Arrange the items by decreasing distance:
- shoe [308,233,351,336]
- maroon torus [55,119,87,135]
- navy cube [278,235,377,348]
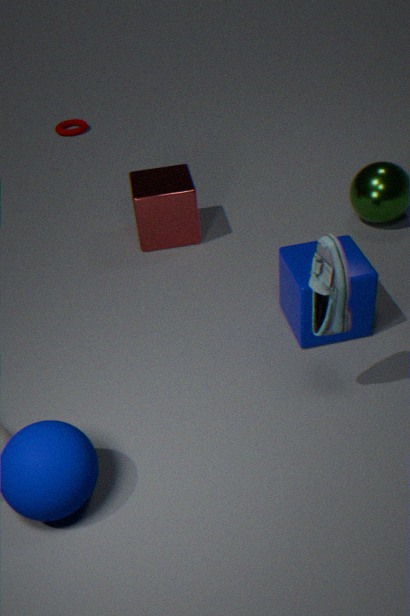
maroon torus [55,119,87,135], navy cube [278,235,377,348], shoe [308,233,351,336]
